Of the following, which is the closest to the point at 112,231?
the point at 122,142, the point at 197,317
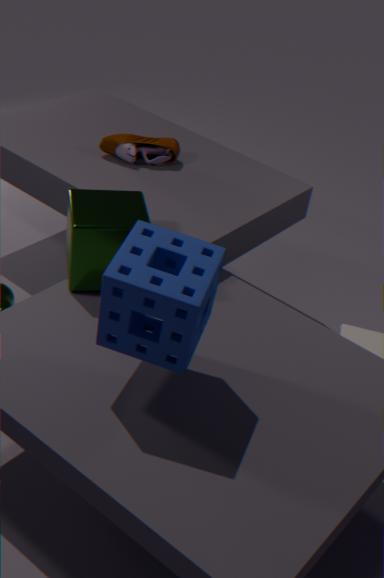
the point at 197,317
